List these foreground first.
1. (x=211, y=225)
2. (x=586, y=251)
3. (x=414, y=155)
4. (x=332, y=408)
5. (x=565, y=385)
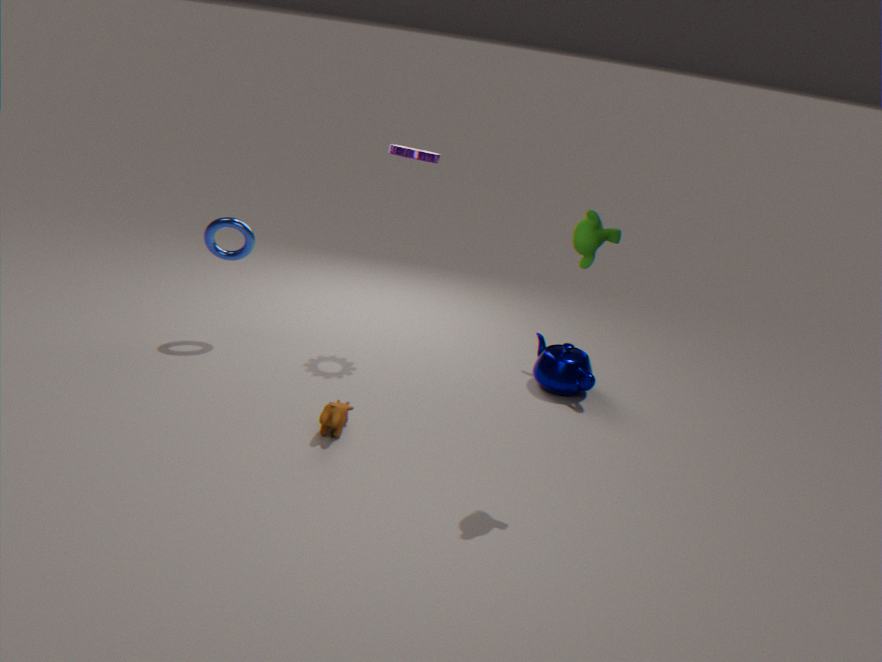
(x=586, y=251)
(x=332, y=408)
(x=211, y=225)
(x=414, y=155)
(x=565, y=385)
